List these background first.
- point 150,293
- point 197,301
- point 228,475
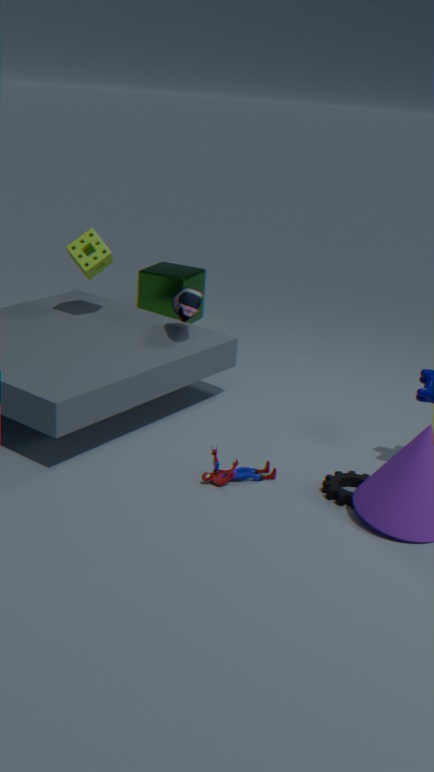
1. point 150,293
2. point 197,301
3. point 228,475
